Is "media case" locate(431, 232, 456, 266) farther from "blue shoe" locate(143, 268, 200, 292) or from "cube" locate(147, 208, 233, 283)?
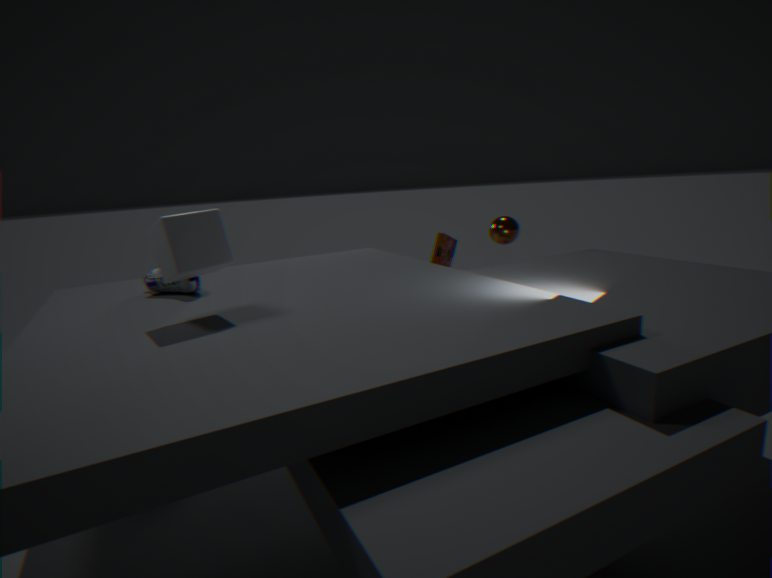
"cube" locate(147, 208, 233, 283)
